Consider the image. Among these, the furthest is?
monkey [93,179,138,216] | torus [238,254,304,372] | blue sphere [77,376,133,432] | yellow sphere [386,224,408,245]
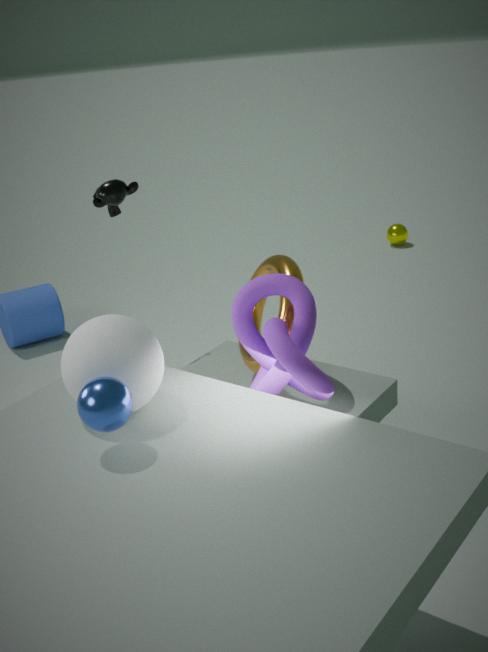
yellow sphere [386,224,408,245]
